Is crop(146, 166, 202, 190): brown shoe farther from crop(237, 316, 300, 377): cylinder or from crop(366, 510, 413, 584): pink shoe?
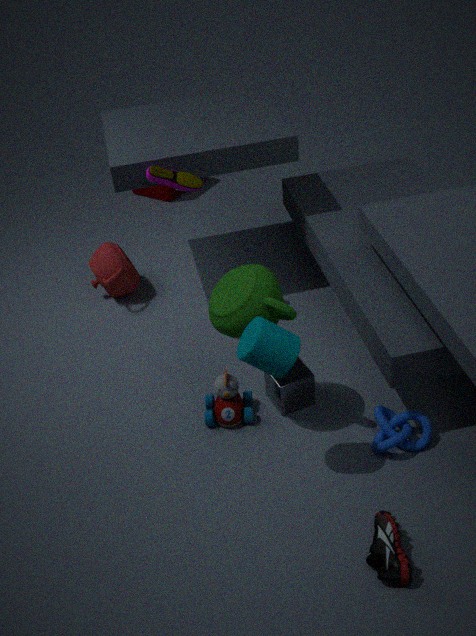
crop(366, 510, 413, 584): pink shoe
